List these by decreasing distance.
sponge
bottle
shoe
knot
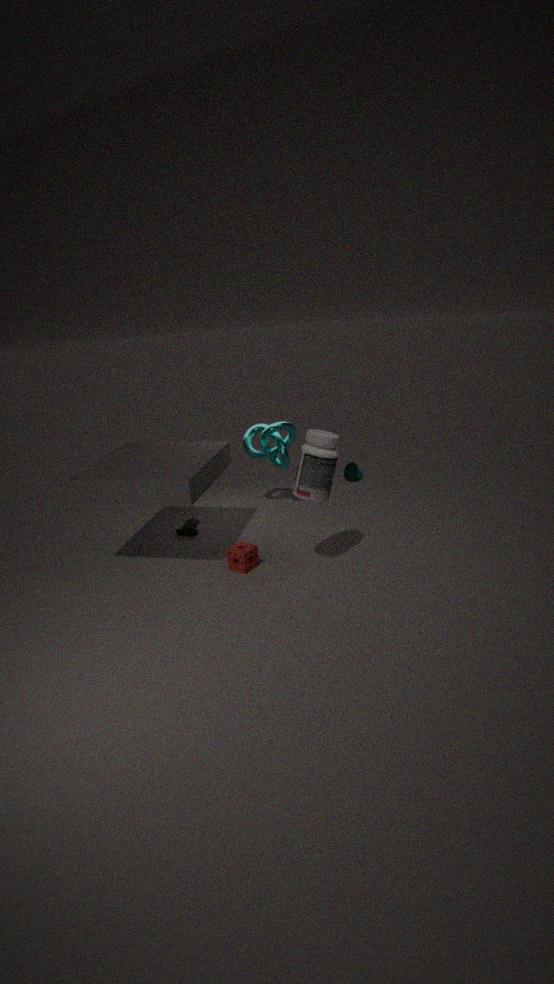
knot, shoe, sponge, bottle
